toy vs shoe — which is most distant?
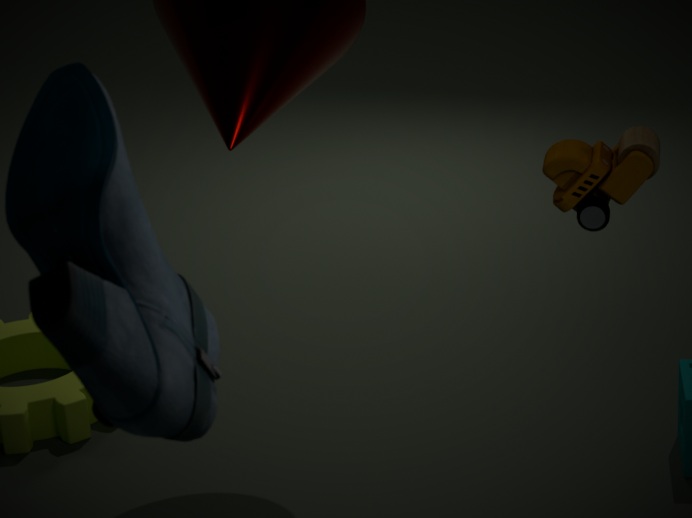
toy
